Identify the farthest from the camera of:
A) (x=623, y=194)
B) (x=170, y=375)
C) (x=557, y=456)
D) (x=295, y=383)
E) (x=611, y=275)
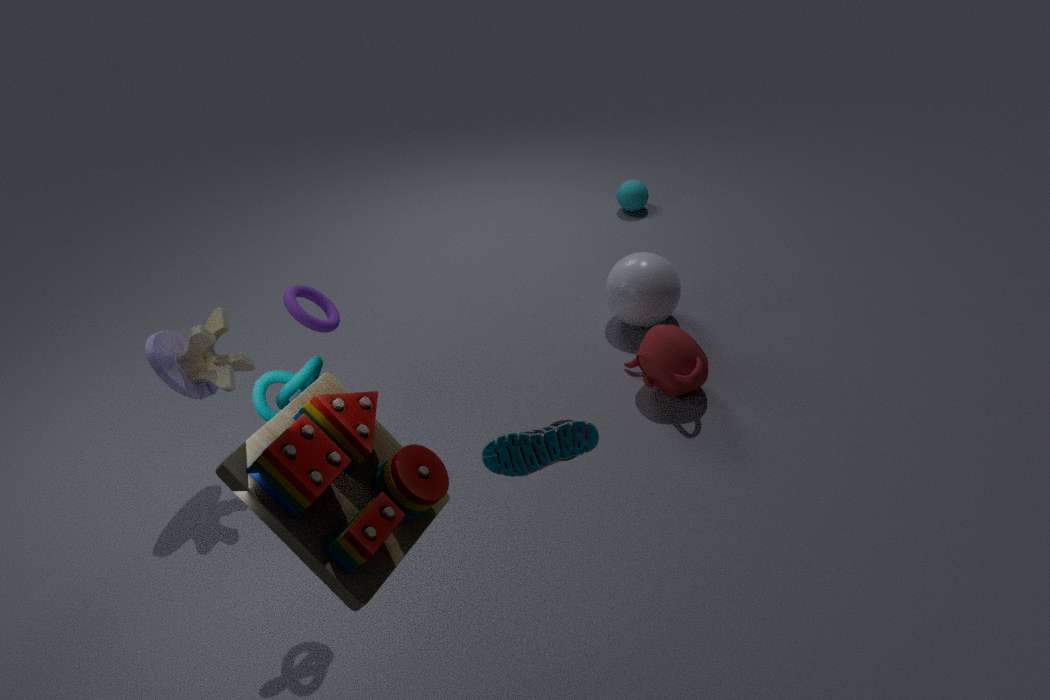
(x=623, y=194)
